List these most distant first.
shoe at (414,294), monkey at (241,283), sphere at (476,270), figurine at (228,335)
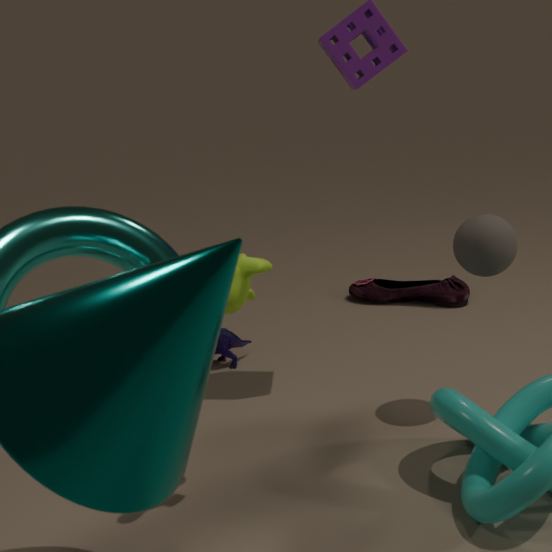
1. shoe at (414,294)
2. figurine at (228,335)
3. sphere at (476,270)
4. monkey at (241,283)
